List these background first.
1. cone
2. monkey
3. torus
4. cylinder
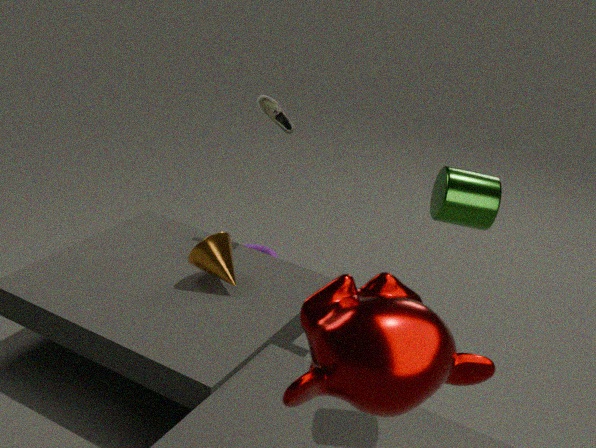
torus → cone → cylinder → monkey
